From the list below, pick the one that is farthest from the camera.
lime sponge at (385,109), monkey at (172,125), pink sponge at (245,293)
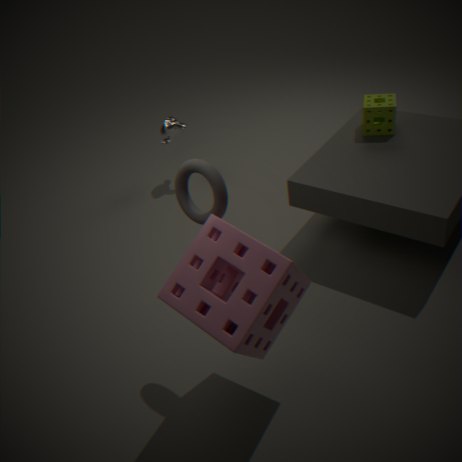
monkey at (172,125)
